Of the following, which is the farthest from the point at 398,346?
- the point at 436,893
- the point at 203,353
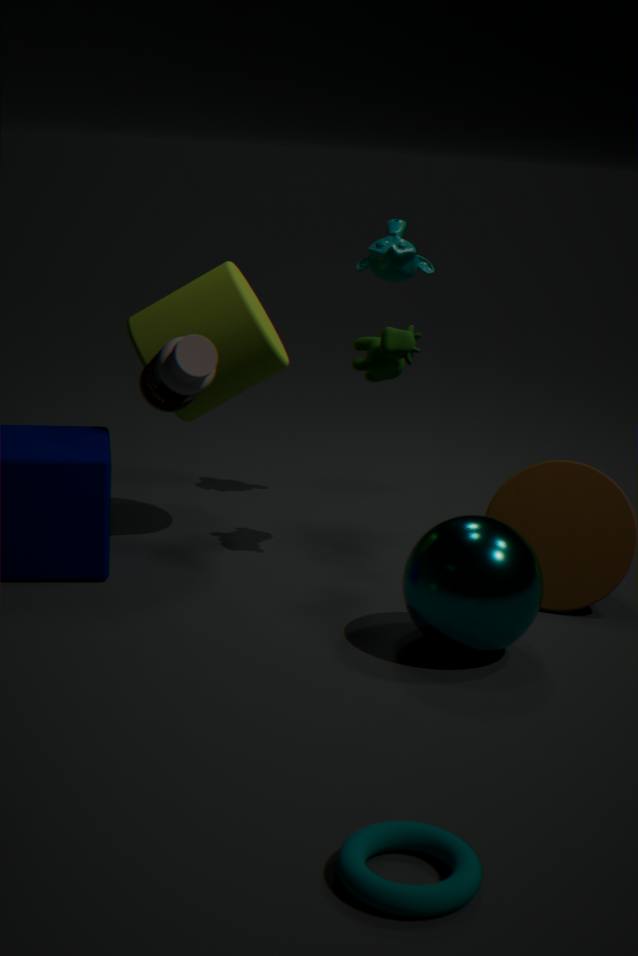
the point at 436,893
